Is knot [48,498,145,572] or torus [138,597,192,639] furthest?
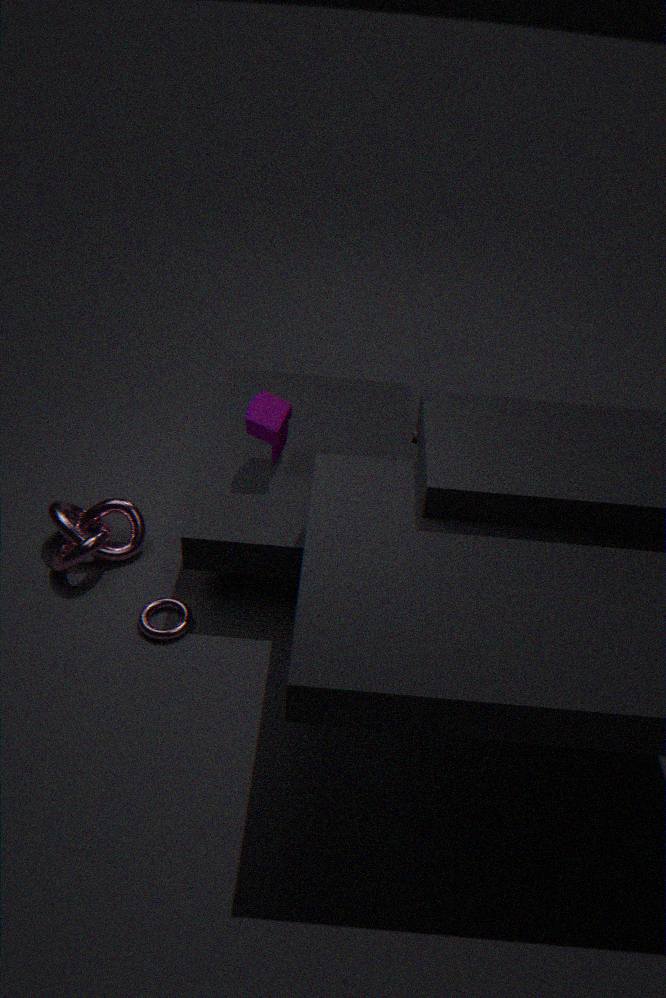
knot [48,498,145,572]
